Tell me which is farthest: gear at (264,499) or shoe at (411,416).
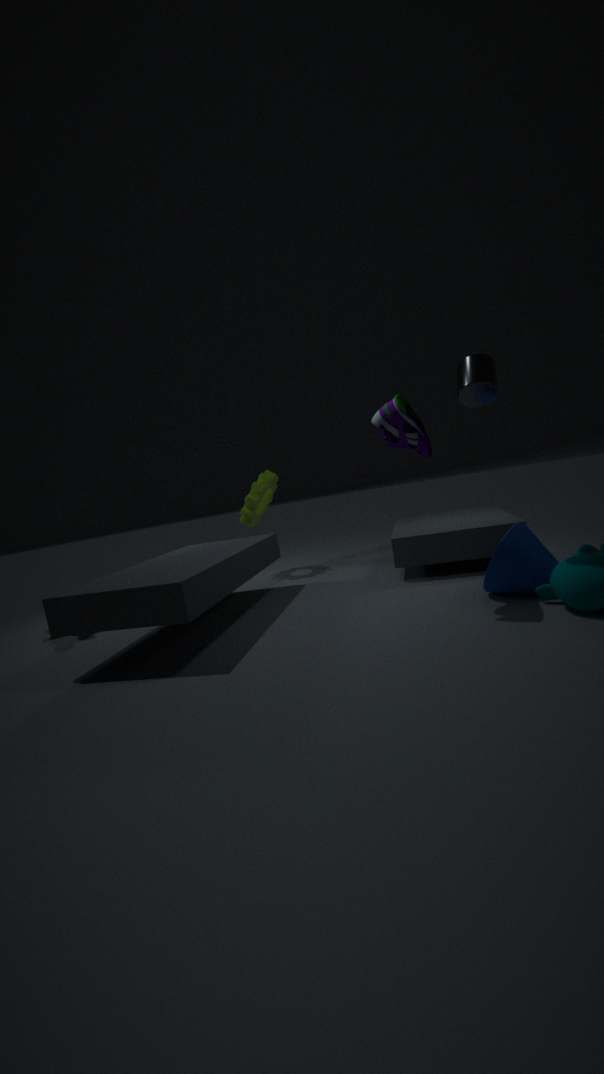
gear at (264,499)
